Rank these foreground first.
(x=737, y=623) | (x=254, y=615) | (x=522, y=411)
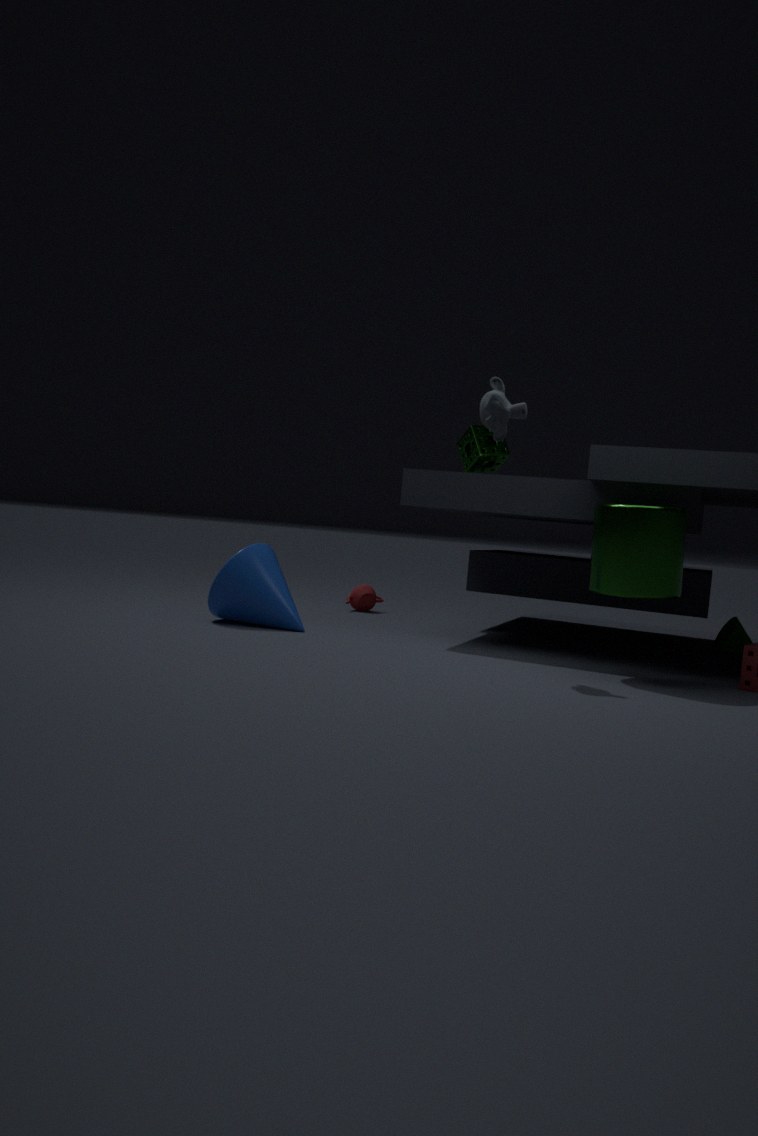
(x=522, y=411), (x=254, y=615), (x=737, y=623)
